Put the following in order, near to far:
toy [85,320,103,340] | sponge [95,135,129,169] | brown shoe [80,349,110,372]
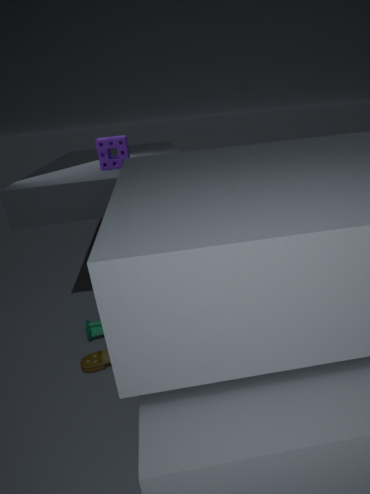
1. brown shoe [80,349,110,372]
2. toy [85,320,103,340]
3. sponge [95,135,129,169]
